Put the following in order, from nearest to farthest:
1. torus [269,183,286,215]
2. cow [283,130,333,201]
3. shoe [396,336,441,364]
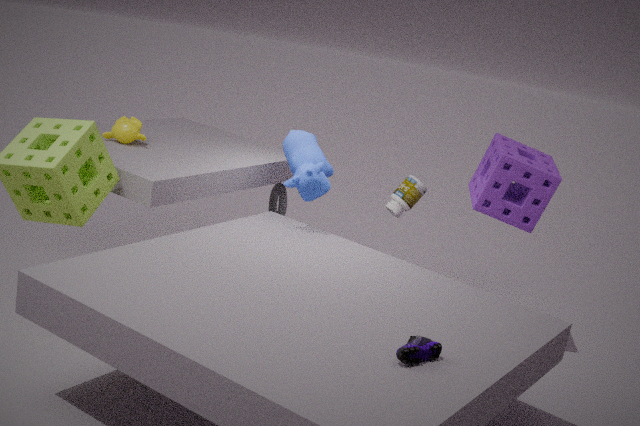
1. shoe [396,336,441,364]
2. cow [283,130,333,201]
3. torus [269,183,286,215]
